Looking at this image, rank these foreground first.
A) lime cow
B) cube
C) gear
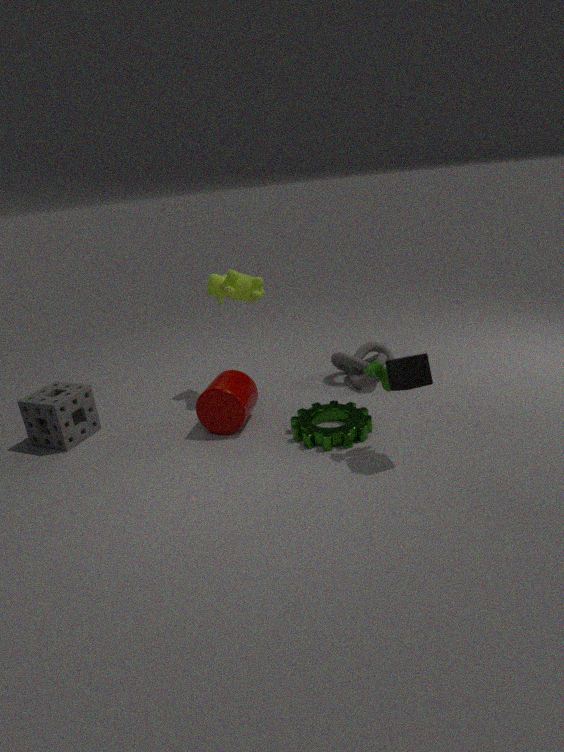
1. cube
2. gear
3. lime cow
